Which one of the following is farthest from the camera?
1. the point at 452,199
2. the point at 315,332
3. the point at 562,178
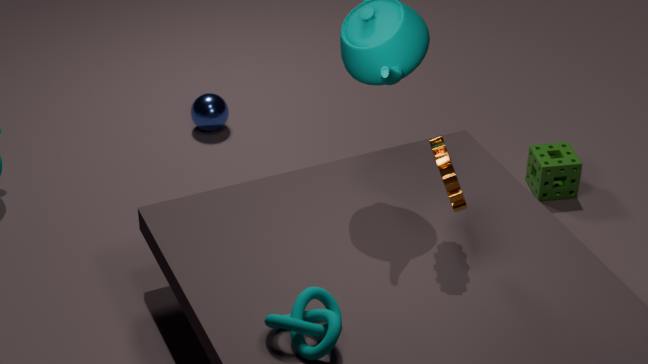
the point at 562,178
